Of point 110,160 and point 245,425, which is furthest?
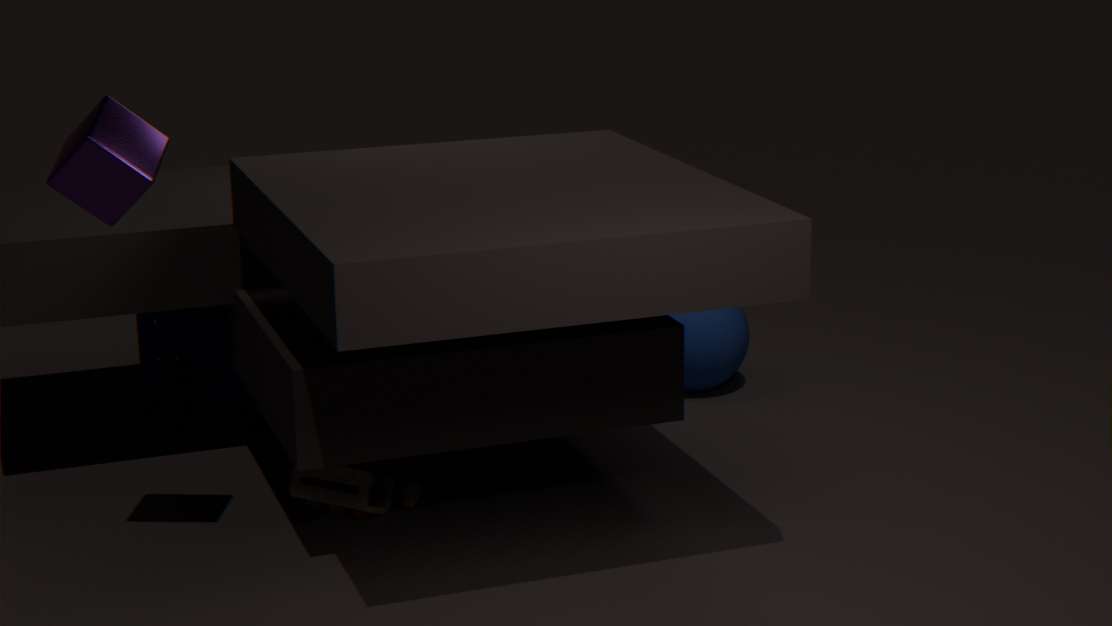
point 245,425
